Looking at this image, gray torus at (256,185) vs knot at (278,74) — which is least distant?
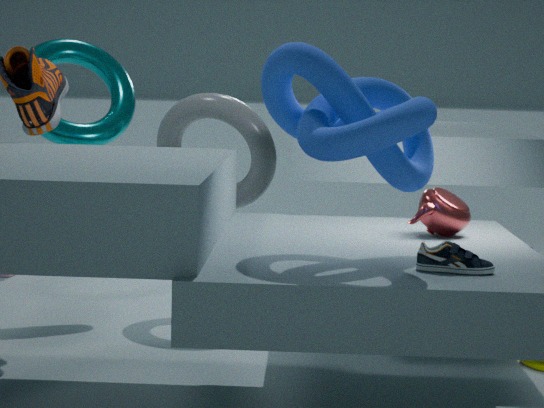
knot at (278,74)
